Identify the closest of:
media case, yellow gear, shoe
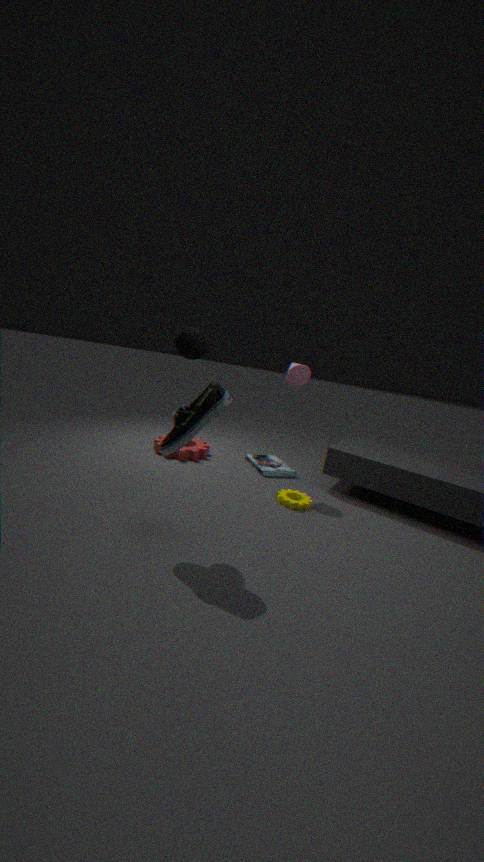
shoe
